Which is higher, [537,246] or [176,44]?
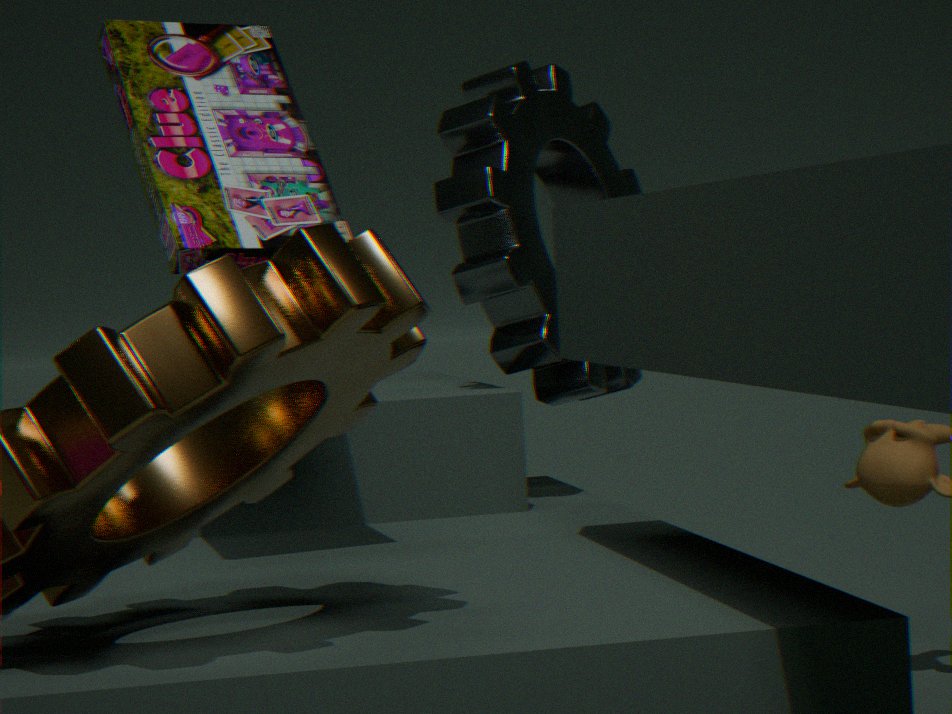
[176,44]
